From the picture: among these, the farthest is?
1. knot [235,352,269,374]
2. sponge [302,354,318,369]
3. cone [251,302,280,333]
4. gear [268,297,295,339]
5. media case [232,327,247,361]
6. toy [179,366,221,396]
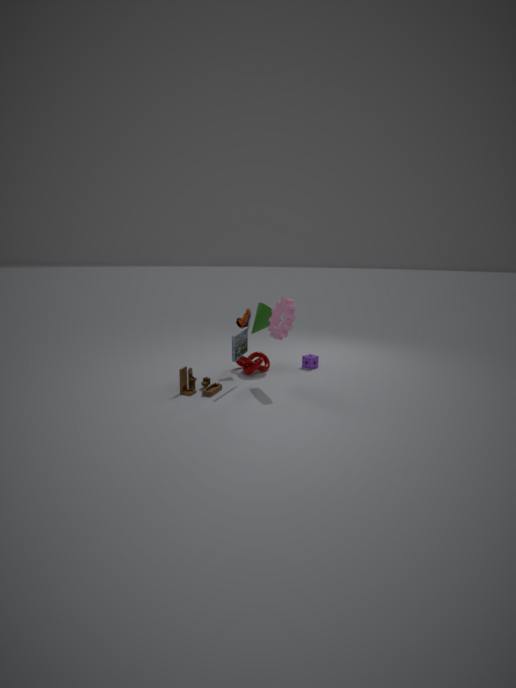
sponge [302,354,318,369]
